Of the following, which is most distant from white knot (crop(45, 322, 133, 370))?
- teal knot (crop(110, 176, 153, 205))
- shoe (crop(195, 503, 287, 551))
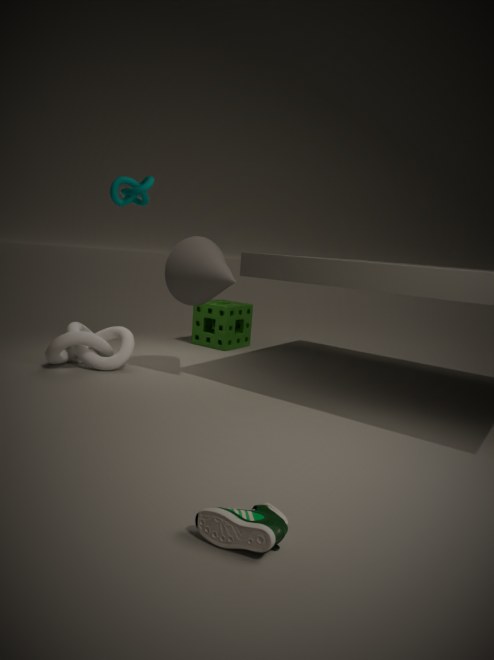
shoe (crop(195, 503, 287, 551))
